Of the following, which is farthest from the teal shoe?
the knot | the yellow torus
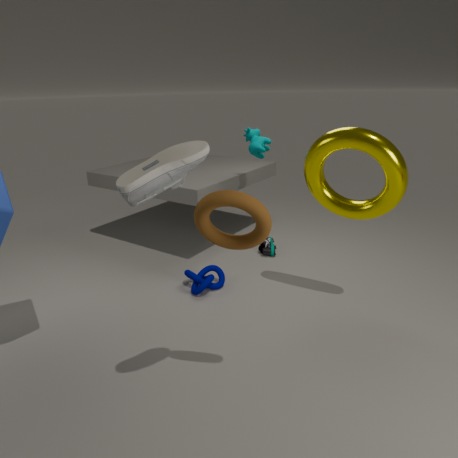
the yellow torus
